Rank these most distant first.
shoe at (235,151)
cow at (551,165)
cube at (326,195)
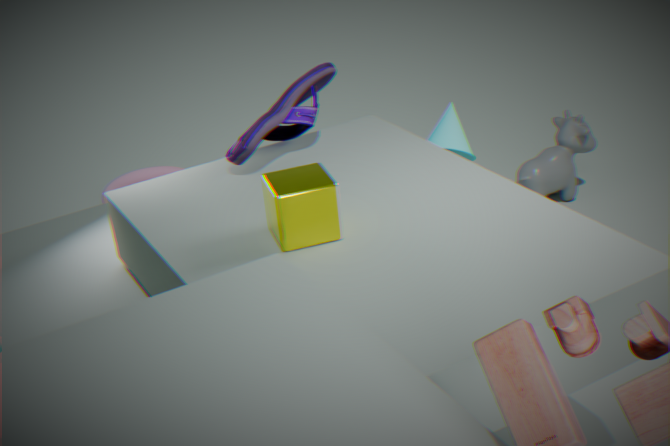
cow at (551,165), shoe at (235,151), cube at (326,195)
